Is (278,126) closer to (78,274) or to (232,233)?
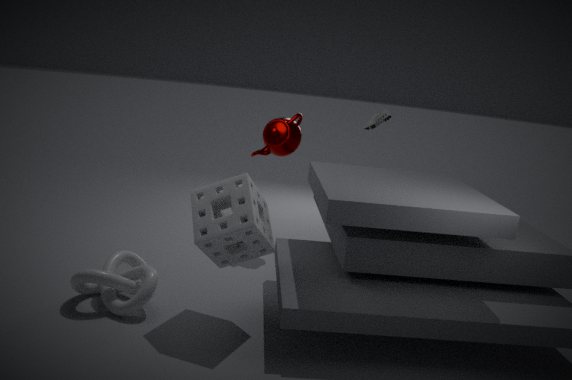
(232,233)
